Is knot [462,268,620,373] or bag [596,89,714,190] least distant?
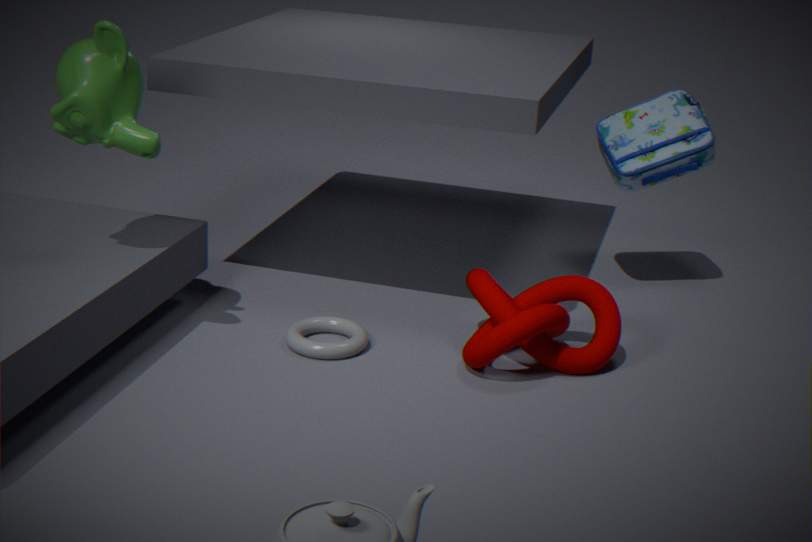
knot [462,268,620,373]
